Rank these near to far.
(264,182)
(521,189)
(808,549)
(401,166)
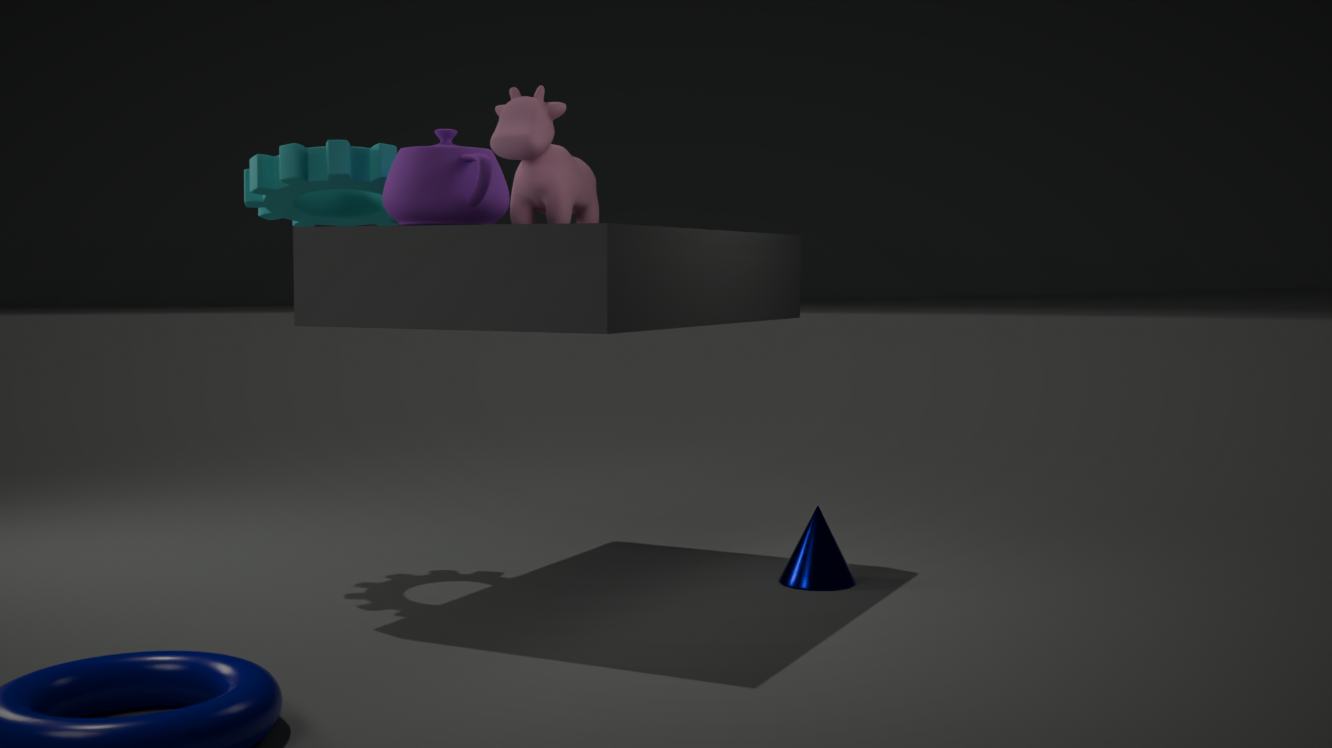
(401,166)
(808,549)
(264,182)
(521,189)
